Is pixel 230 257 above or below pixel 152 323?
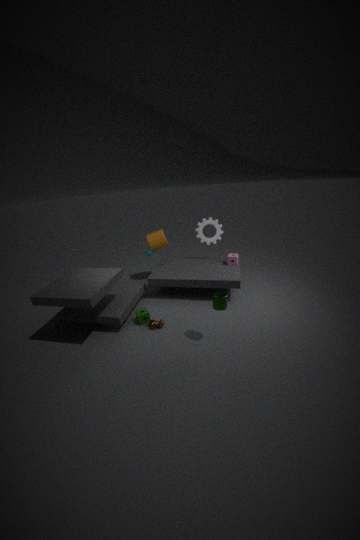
above
